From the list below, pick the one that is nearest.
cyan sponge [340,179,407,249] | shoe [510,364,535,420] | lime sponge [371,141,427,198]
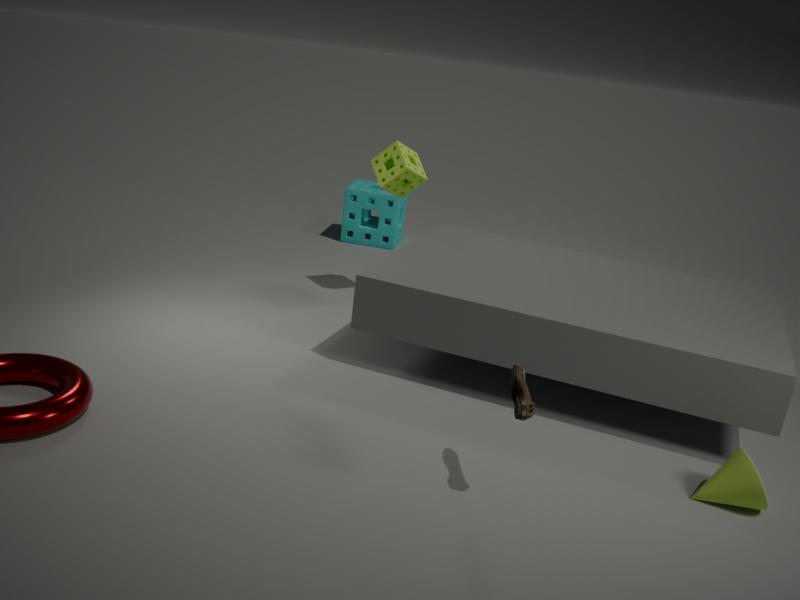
shoe [510,364,535,420]
